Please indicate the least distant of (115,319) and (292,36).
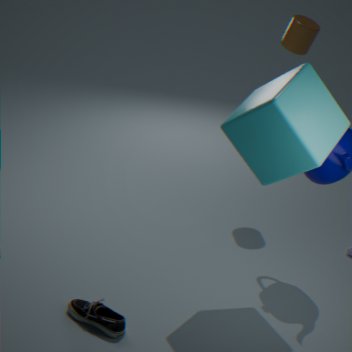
(115,319)
